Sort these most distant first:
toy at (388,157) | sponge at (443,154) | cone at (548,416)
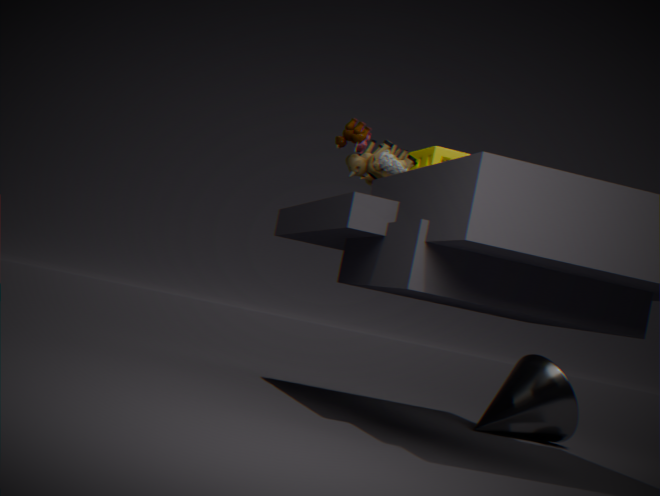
cone at (548,416)
sponge at (443,154)
toy at (388,157)
